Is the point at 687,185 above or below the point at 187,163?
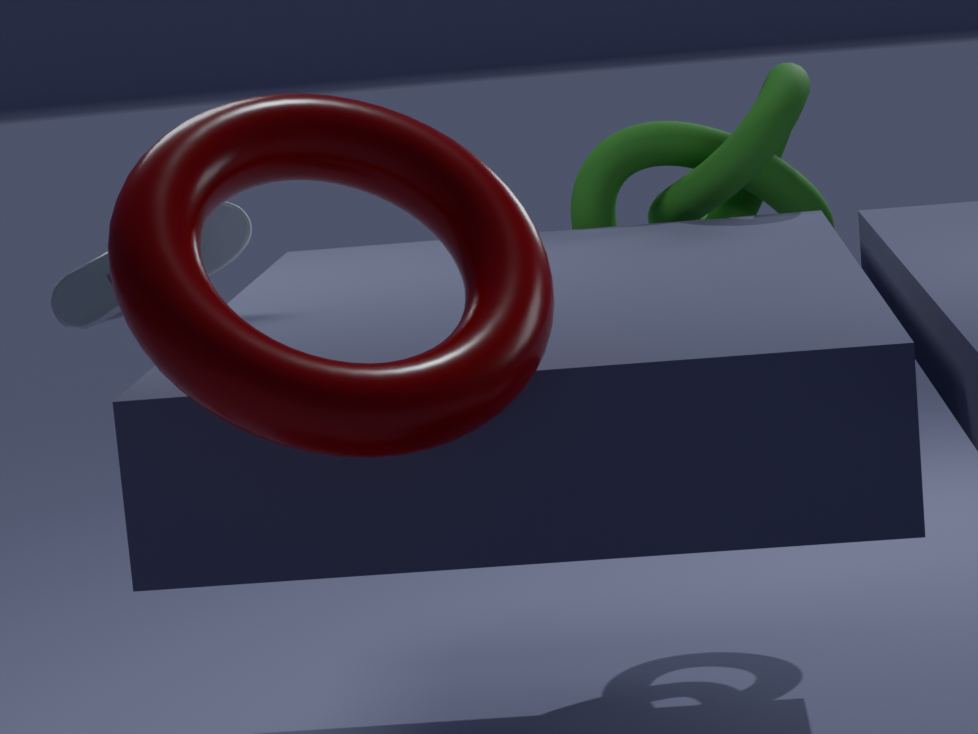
below
